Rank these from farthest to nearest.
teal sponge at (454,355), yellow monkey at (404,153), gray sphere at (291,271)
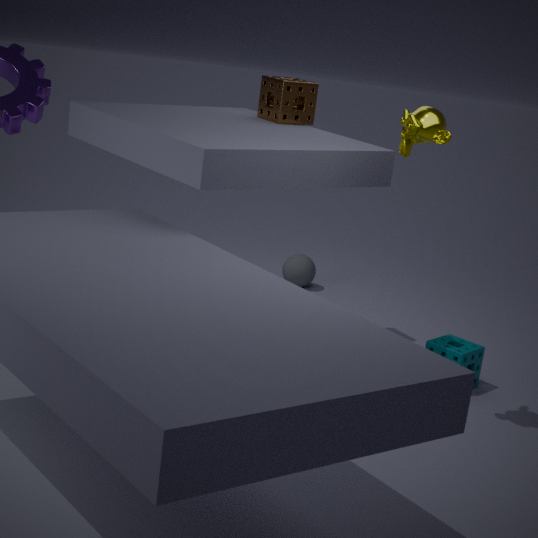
gray sphere at (291,271)
teal sponge at (454,355)
yellow monkey at (404,153)
